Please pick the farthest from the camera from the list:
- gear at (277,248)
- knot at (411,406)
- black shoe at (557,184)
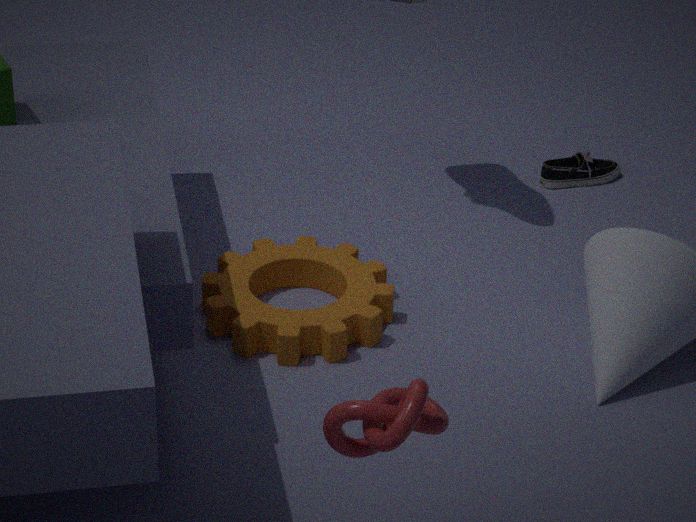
black shoe at (557,184)
